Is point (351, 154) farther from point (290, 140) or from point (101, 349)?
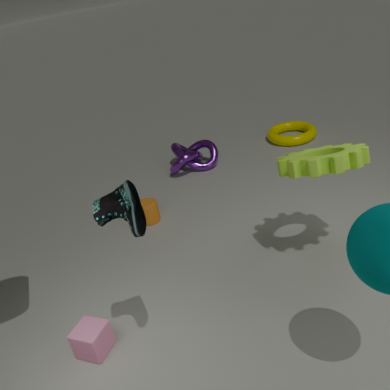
point (290, 140)
